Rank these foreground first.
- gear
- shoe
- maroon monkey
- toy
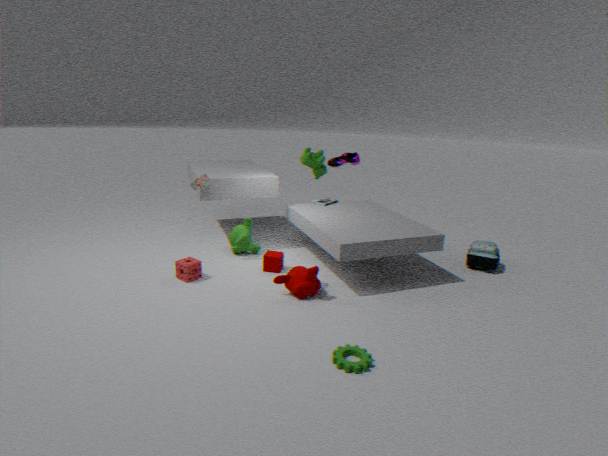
1. gear
2. maroon monkey
3. toy
4. shoe
